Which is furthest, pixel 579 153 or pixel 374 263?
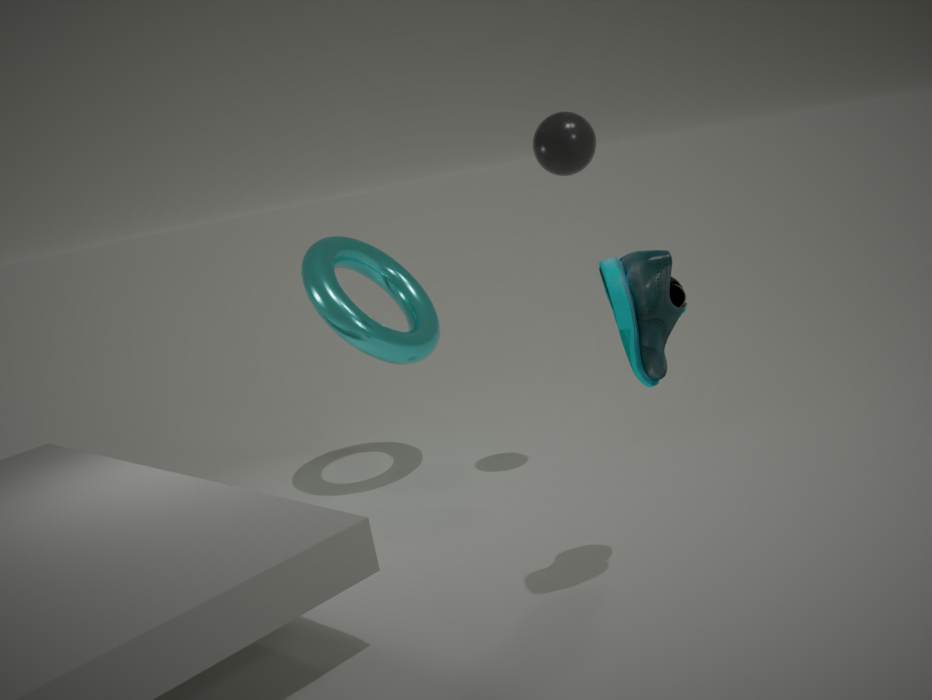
pixel 374 263
